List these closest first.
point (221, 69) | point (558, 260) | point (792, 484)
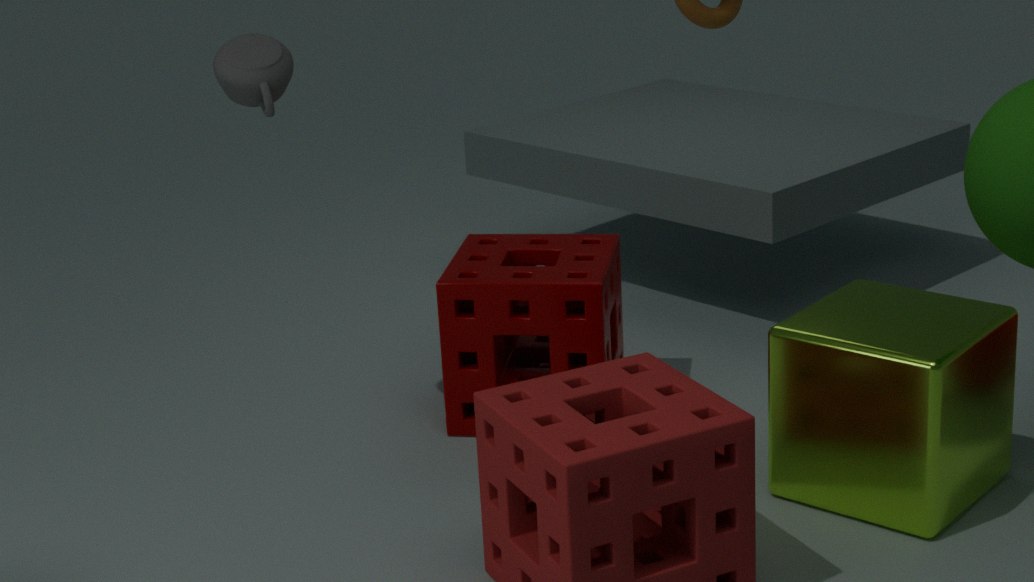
point (792, 484) → point (221, 69) → point (558, 260)
